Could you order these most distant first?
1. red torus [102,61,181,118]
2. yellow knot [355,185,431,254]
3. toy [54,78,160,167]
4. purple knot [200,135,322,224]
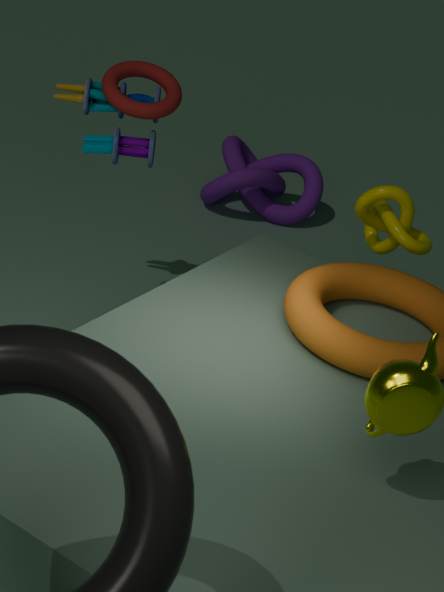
purple knot [200,135,322,224] → toy [54,78,160,167] → red torus [102,61,181,118] → yellow knot [355,185,431,254]
